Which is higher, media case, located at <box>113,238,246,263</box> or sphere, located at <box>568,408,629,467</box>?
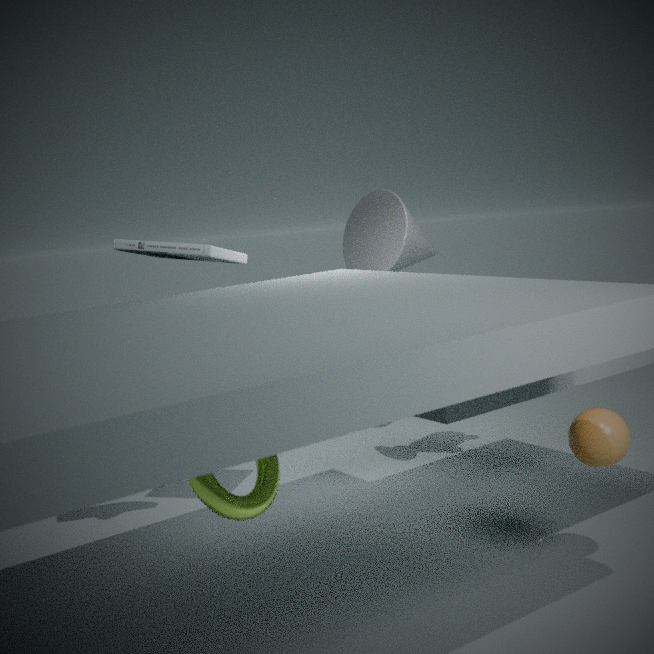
media case, located at <box>113,238,246,263</box>
